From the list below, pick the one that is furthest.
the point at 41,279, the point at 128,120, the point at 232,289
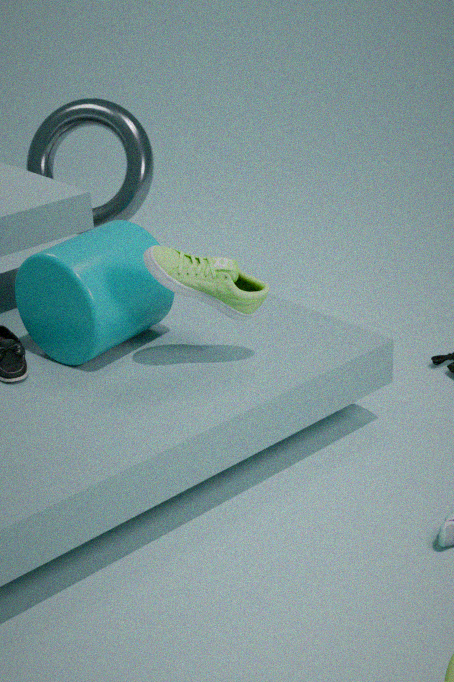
the point at 128,120
